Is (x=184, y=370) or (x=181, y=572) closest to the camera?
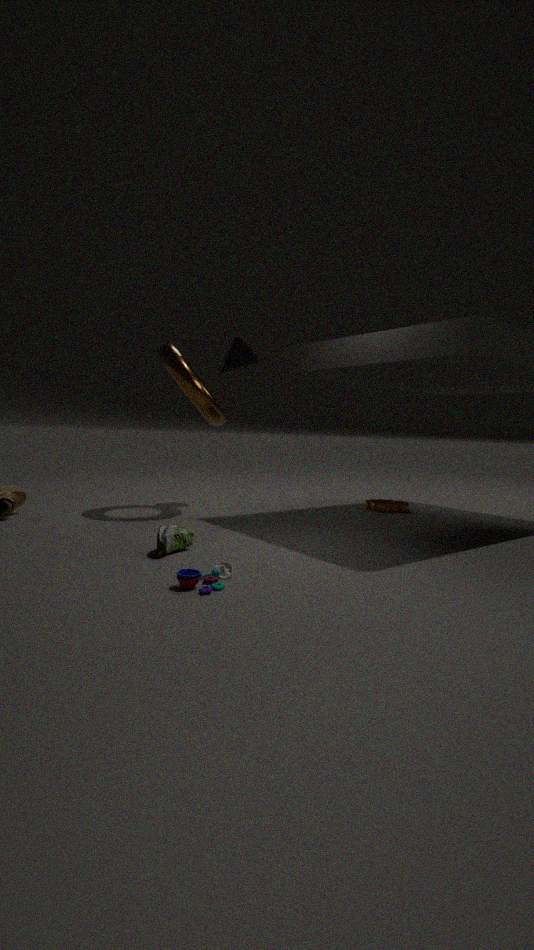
(x=181, y=572)
